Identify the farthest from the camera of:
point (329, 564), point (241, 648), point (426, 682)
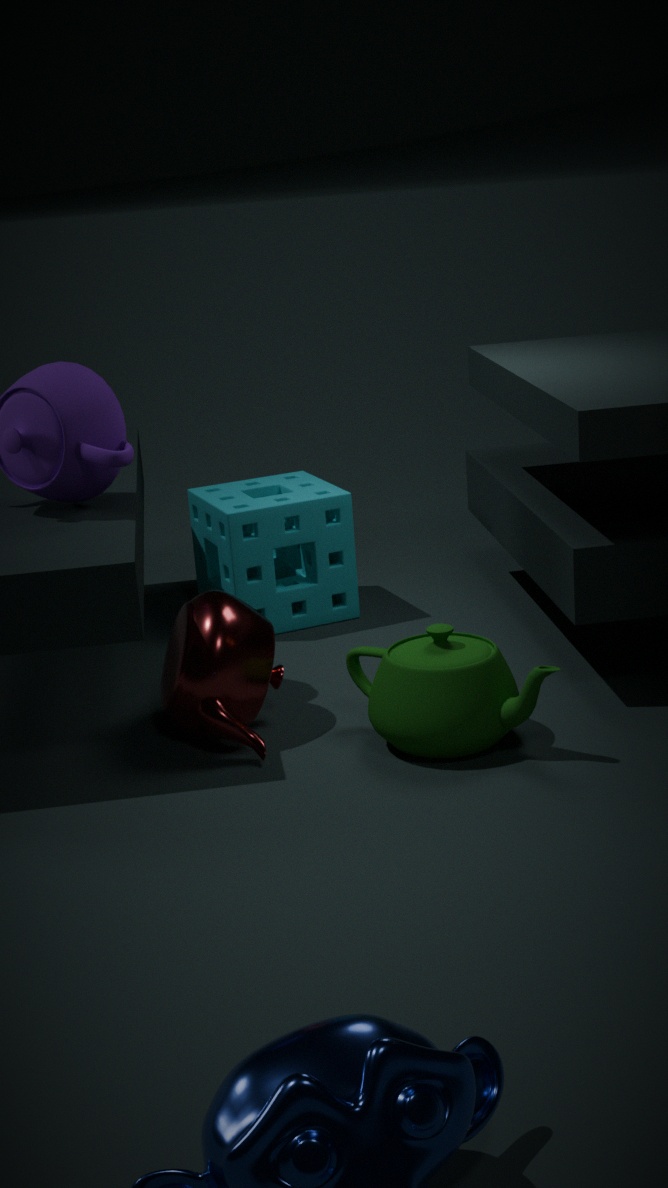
point (329, 564)
